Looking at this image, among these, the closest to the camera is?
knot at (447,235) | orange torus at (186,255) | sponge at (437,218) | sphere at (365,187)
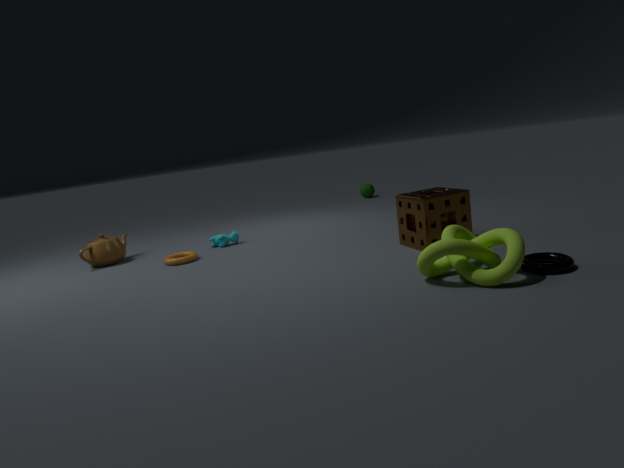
knot at (447,235)
